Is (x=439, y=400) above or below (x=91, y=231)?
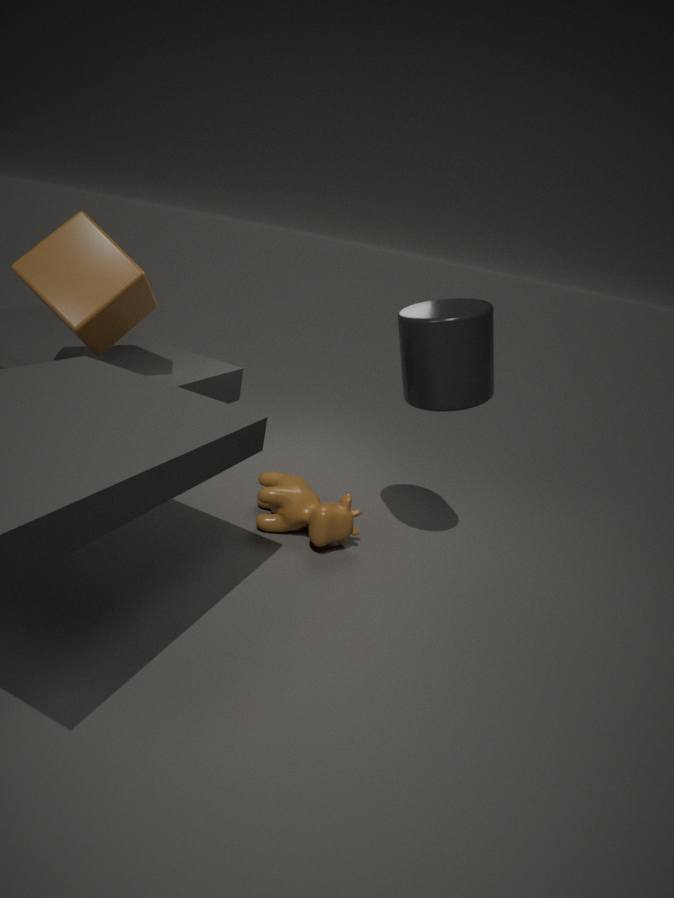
above
